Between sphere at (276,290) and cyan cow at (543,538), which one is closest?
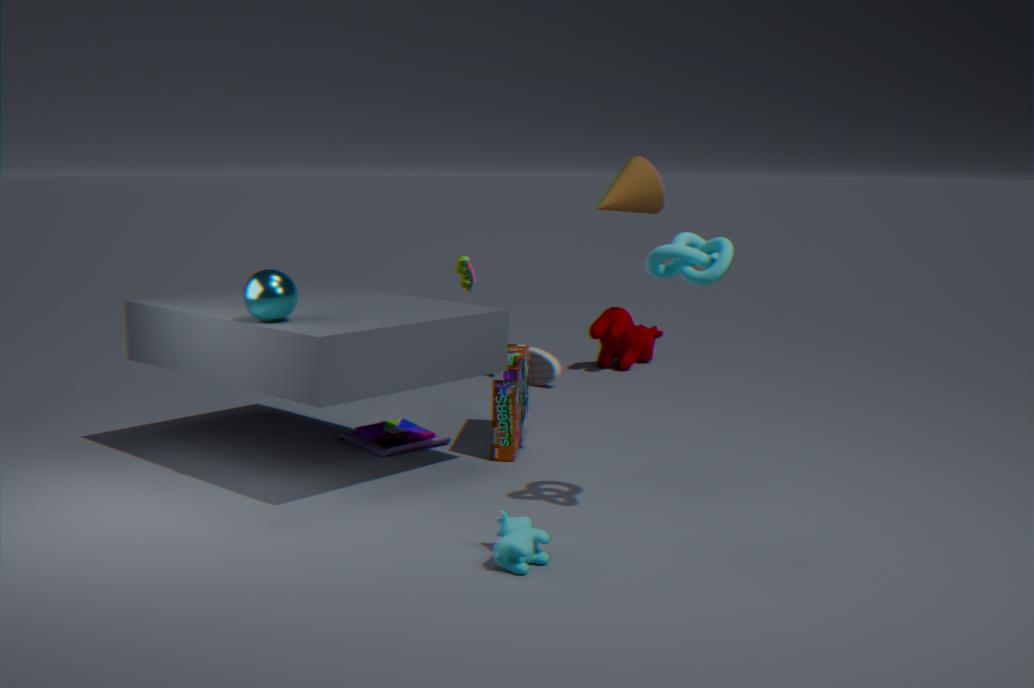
cyan cow at (543,538)
